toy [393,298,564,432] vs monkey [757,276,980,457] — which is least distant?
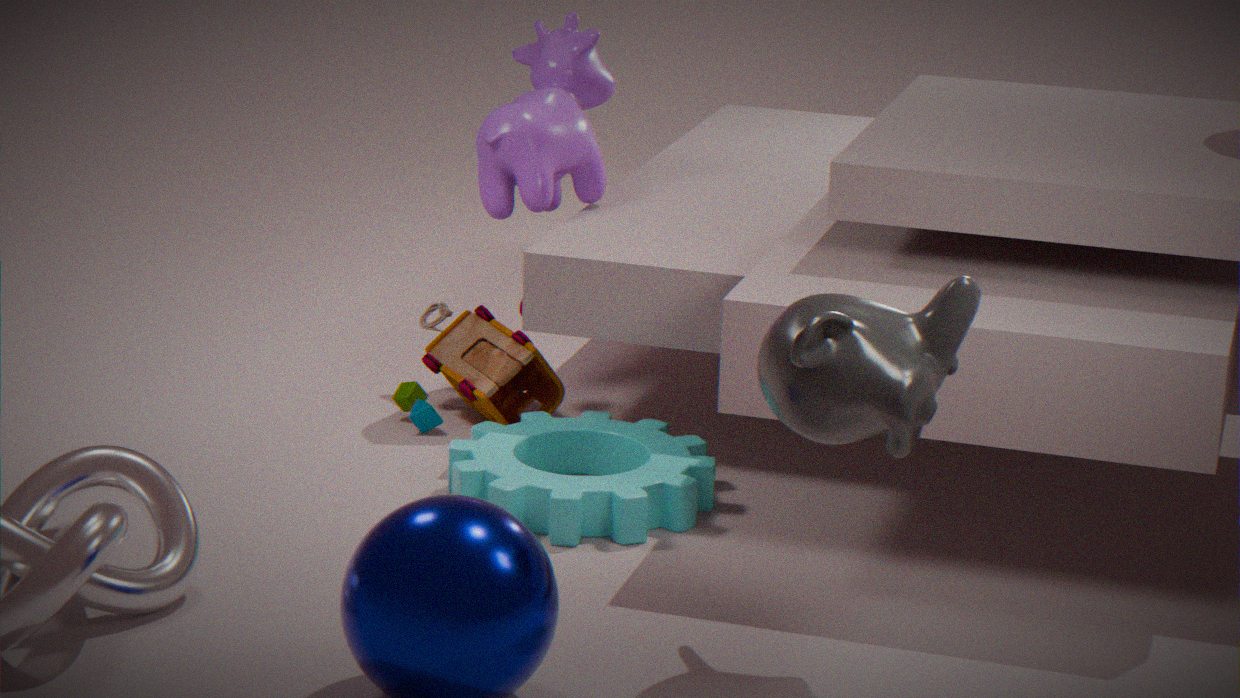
monkey [757,276,980,457]
